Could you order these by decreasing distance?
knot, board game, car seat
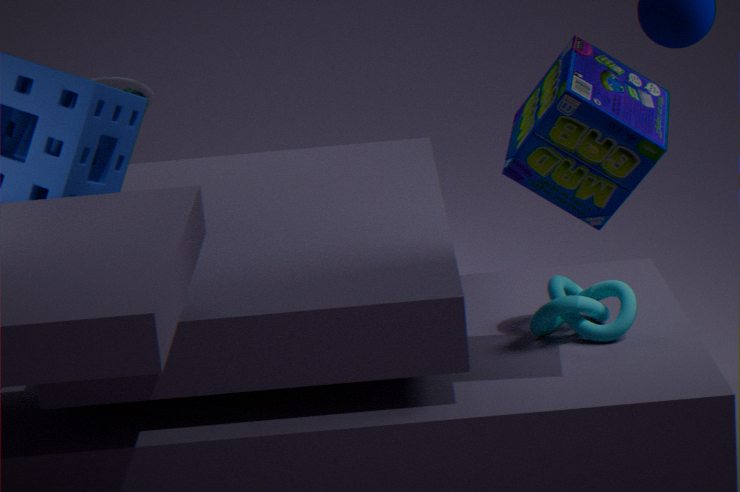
1. car seat
2. knot
3. board game
